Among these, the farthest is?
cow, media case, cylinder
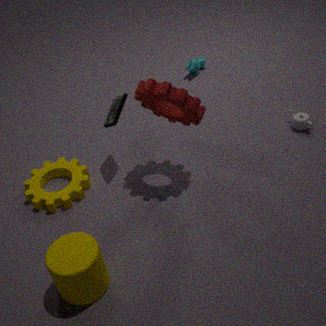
cow
